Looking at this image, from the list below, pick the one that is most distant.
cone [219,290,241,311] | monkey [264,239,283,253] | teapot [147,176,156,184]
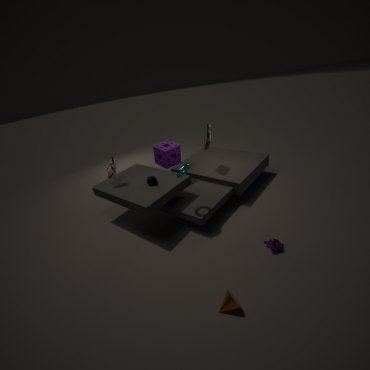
teapot [147,176,156,184]
